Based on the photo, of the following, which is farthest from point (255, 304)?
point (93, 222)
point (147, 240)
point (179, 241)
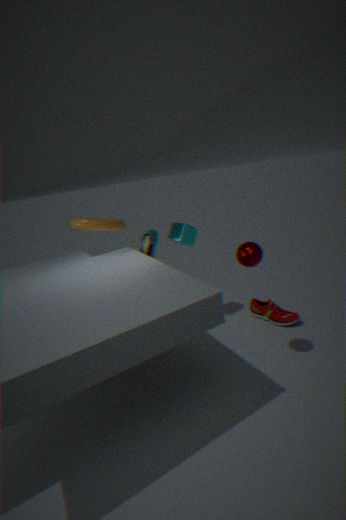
point (93, 222)
